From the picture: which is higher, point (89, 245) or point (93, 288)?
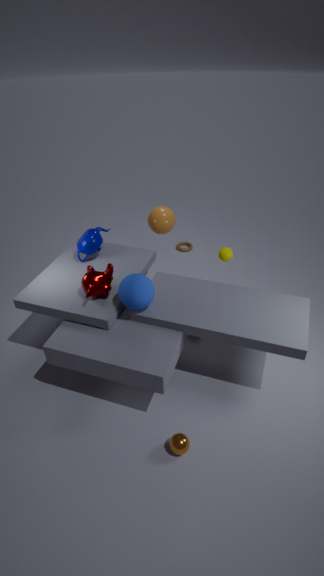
point (89, 245)
